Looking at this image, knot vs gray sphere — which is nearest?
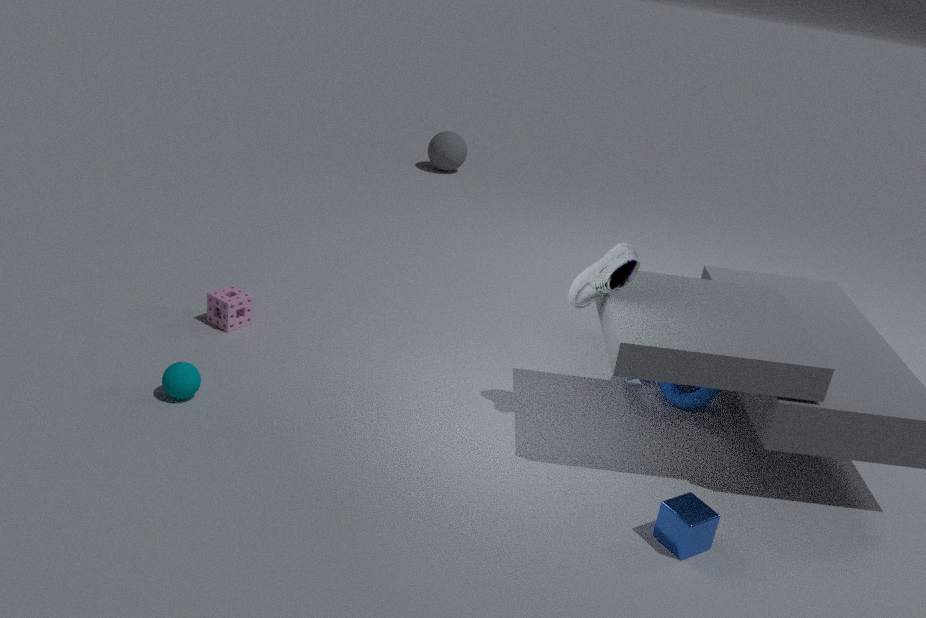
knot
